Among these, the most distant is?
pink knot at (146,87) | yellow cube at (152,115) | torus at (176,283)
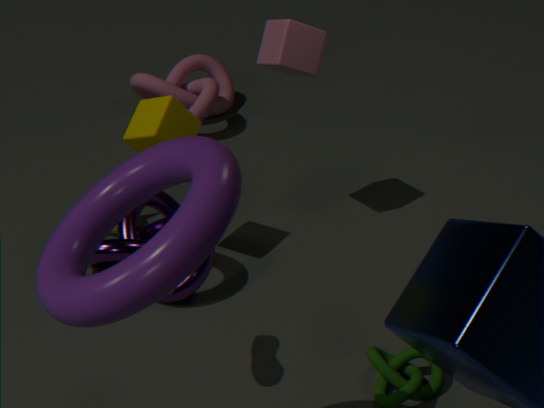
pink knot at (146,87)
